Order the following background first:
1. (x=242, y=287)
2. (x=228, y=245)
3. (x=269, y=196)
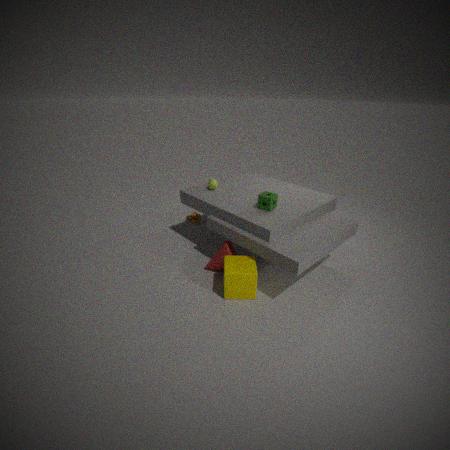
(x=228, y=245), (x=269, y=196), (x=242, y=287)
